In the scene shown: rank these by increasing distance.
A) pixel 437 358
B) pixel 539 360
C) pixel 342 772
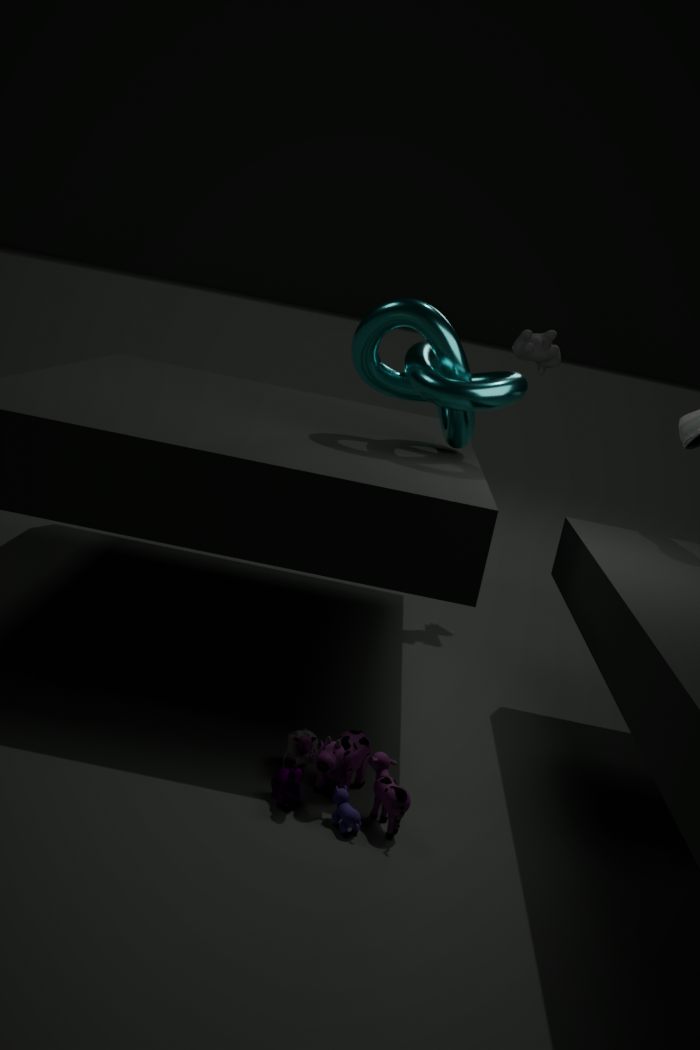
pixel 342 772 → pixel 437 358 → pixel 539 360
